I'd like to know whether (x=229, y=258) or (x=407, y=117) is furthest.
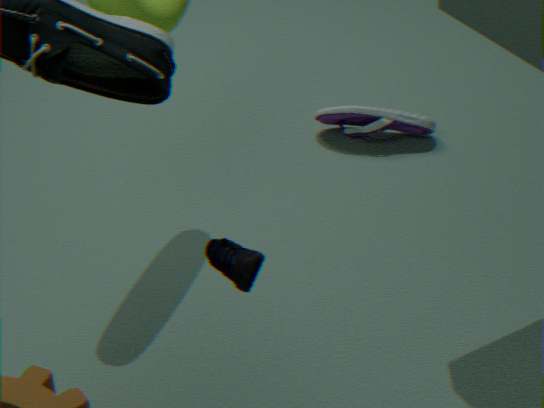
(x=407, y=117)
